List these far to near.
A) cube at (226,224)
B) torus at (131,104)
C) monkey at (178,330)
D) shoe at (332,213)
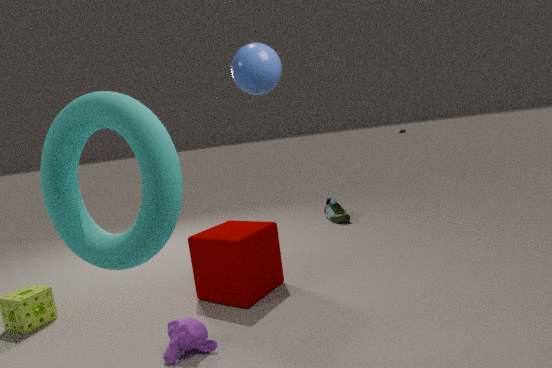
shoe at (332,213) < cube at (226,224) < monkey at (178,330) < torus at (131,104)
